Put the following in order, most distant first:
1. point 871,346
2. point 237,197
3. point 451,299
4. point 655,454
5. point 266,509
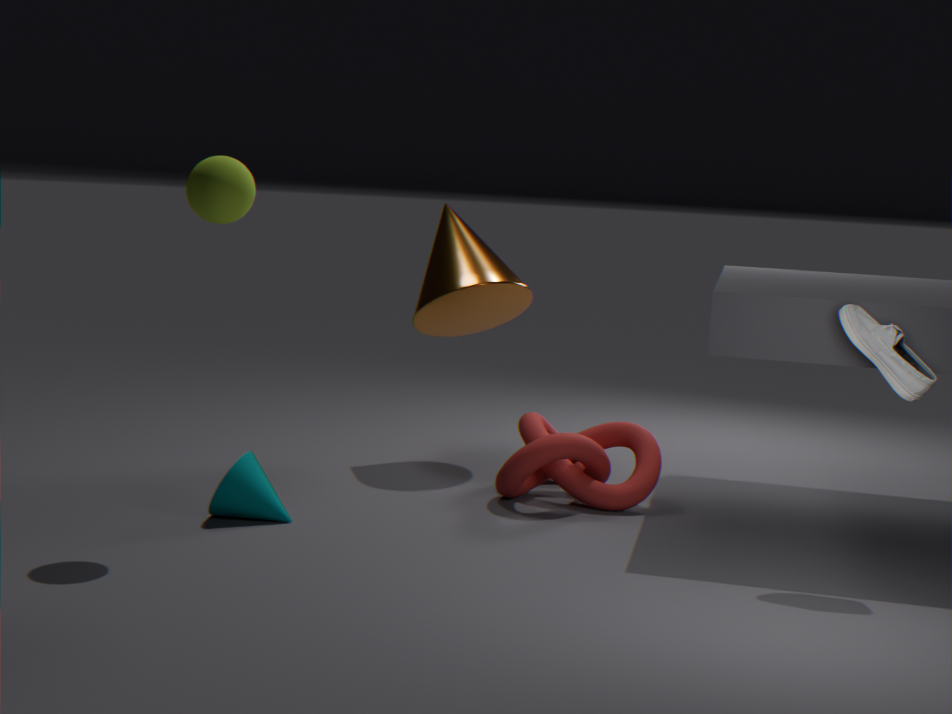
point 451,299, point 655,454, point 266,509, point 871,346, point 237,197
